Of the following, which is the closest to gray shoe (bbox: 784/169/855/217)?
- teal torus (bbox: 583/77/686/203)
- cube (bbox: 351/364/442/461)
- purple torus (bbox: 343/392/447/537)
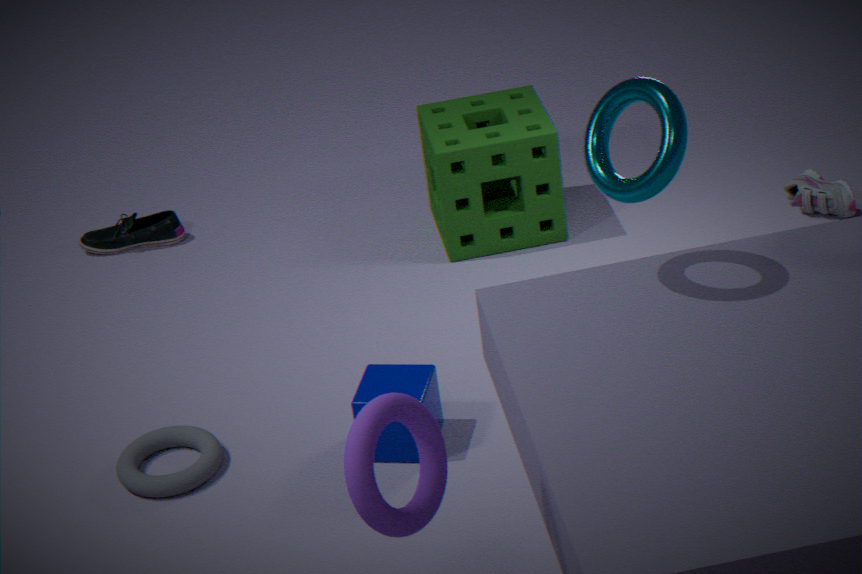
cube (bbox: 351/364/442/461)
